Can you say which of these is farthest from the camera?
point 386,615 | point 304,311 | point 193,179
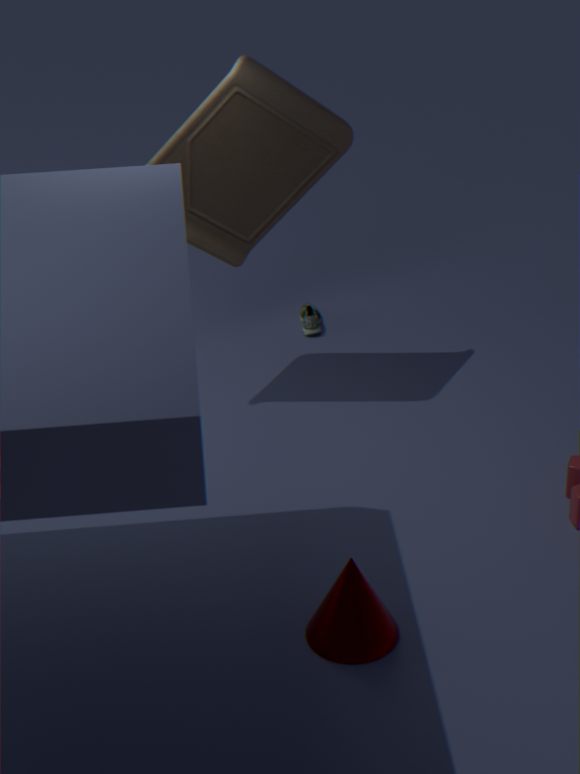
point 304,311
